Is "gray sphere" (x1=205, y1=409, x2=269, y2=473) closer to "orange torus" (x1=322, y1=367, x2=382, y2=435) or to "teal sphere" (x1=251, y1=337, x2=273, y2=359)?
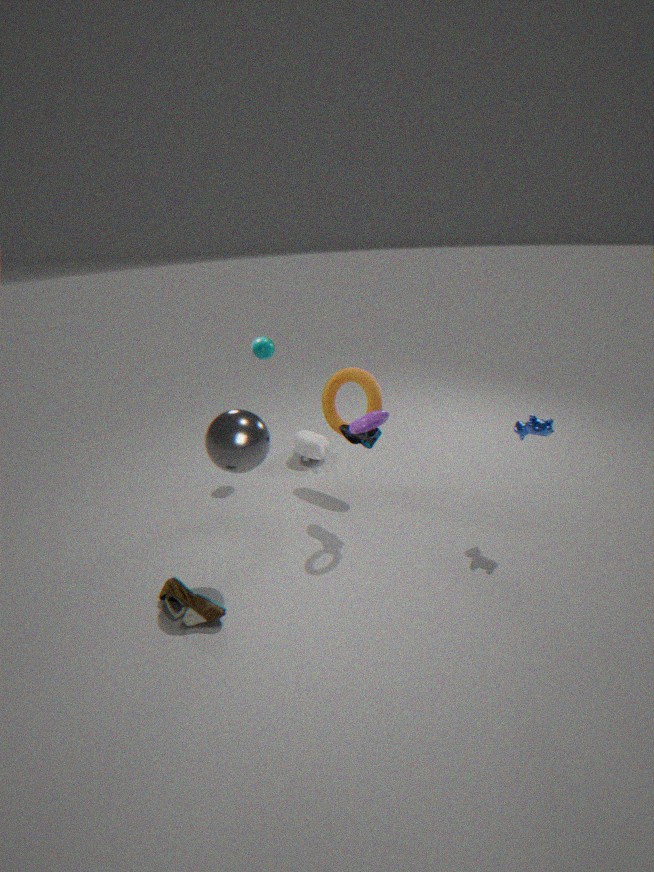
"orange torus" (x1=322, y1=367, x2=382, y2=435)
